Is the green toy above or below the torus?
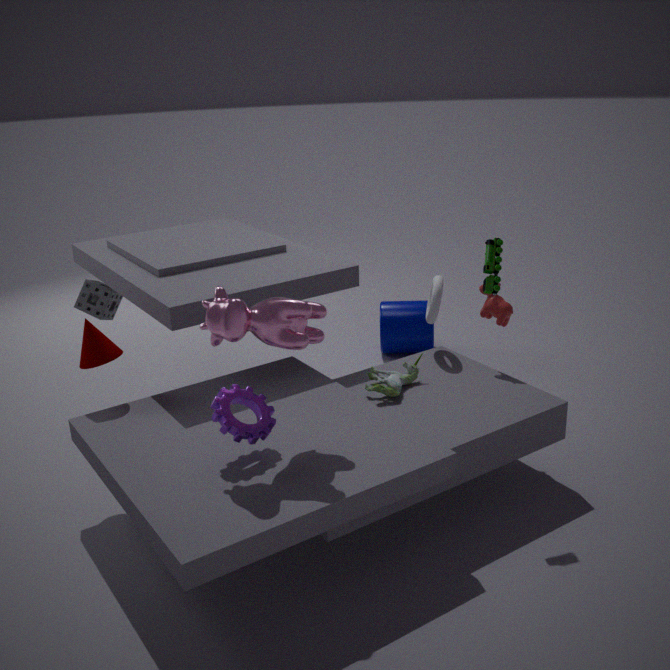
above
